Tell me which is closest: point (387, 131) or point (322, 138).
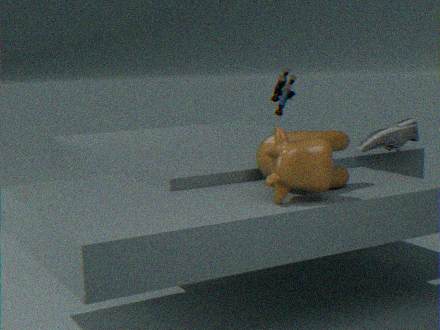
point (322, 138)
